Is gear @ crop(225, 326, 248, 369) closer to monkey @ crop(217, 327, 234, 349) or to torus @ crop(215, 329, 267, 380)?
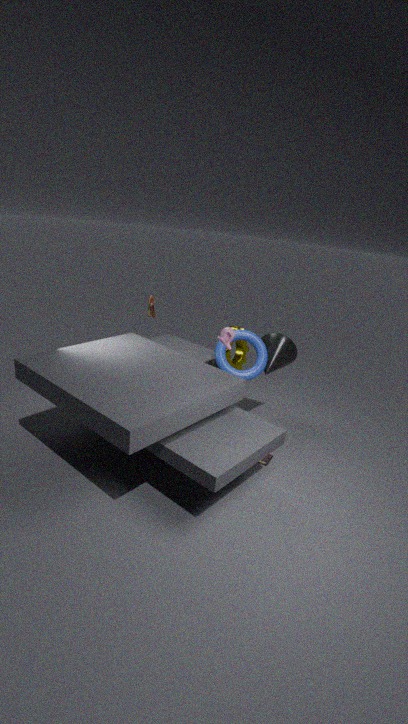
torus @ crop(215, 329, 267, 380)
